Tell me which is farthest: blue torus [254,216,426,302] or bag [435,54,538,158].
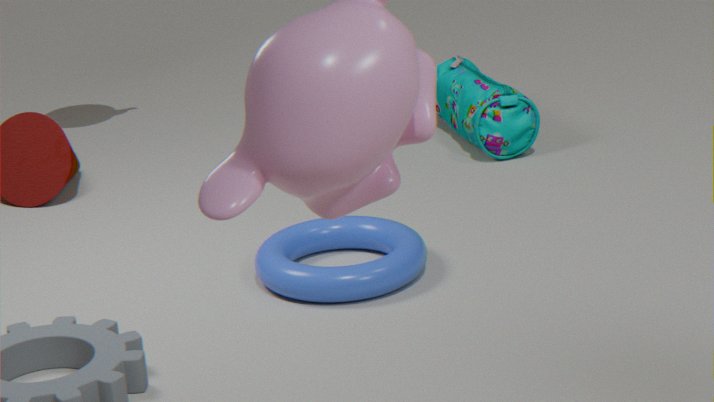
bag [435,54,538,158]
